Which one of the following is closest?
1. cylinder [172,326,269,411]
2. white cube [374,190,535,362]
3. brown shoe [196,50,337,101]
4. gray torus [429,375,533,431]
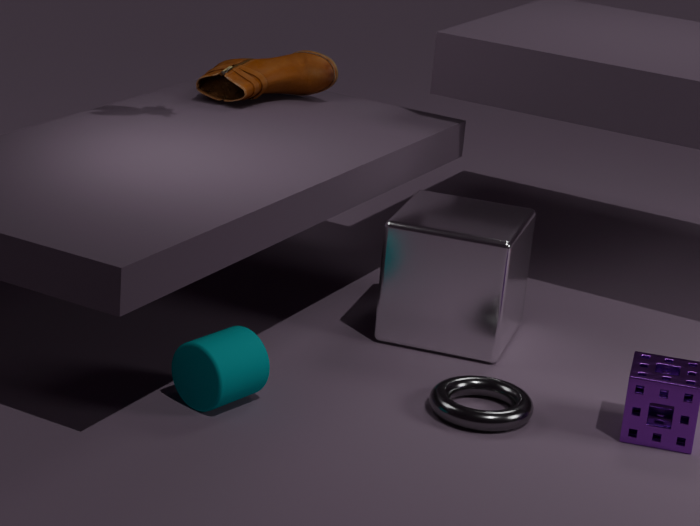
cylinder [172,326,269,411]
